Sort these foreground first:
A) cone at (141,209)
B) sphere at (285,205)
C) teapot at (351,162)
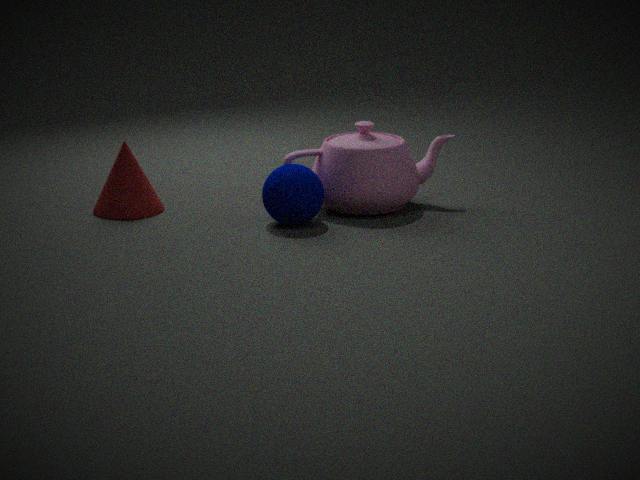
B. sphere at (285,205) < C. teapot at (351,162) < A. cone at (141,209)
